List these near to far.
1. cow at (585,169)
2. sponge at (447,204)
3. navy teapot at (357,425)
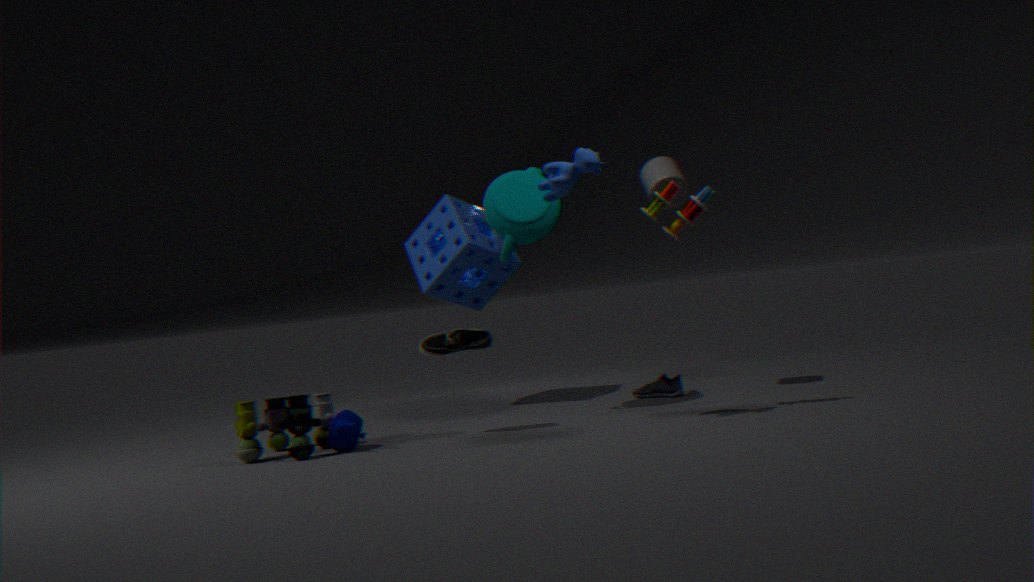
cow at (585,169) < navy teapot at (357,425) < sponge at (447,204)
